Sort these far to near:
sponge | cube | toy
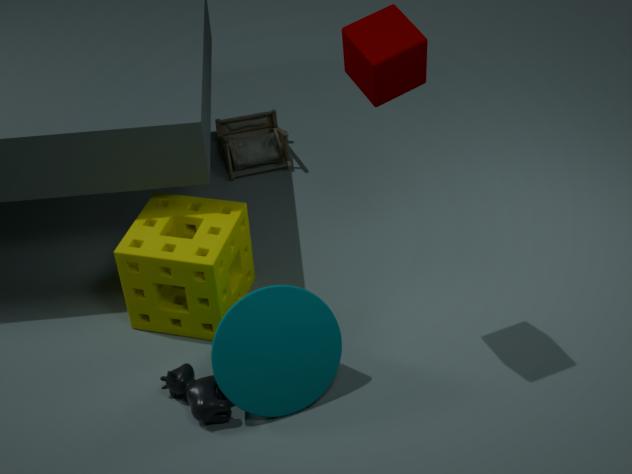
1. toy
2. sponge
3. cube
